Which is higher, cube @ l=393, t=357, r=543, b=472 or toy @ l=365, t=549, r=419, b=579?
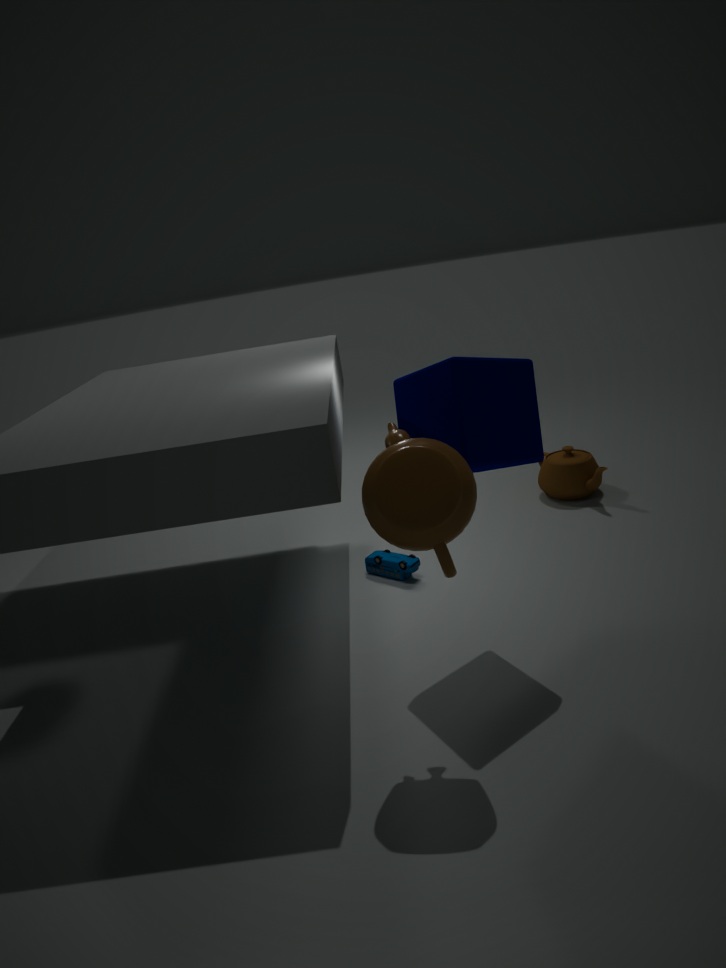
cube @ l=393, t=357, r=543, b=472
